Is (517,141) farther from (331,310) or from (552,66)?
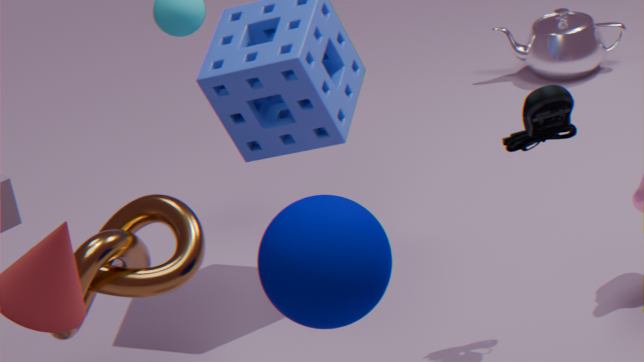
(552,66)
